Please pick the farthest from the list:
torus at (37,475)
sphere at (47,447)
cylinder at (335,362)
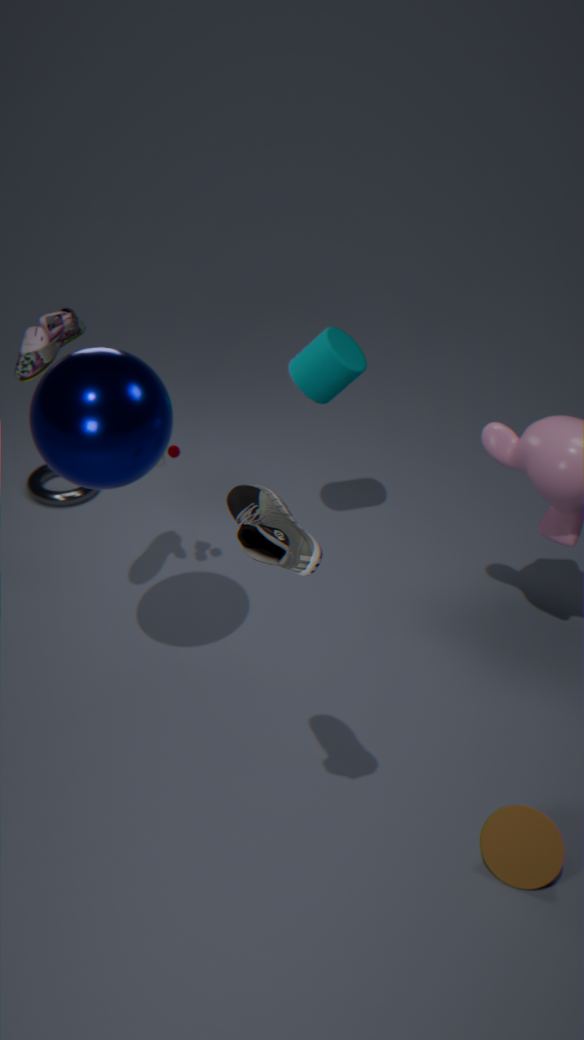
torus at (37,475)
